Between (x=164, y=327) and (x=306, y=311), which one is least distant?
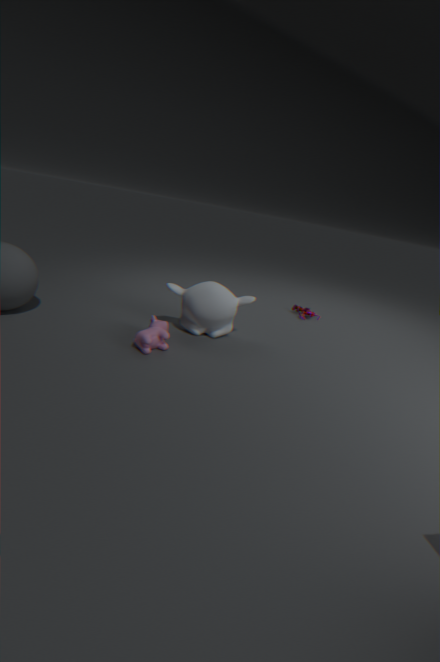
(x=164, y=327)
